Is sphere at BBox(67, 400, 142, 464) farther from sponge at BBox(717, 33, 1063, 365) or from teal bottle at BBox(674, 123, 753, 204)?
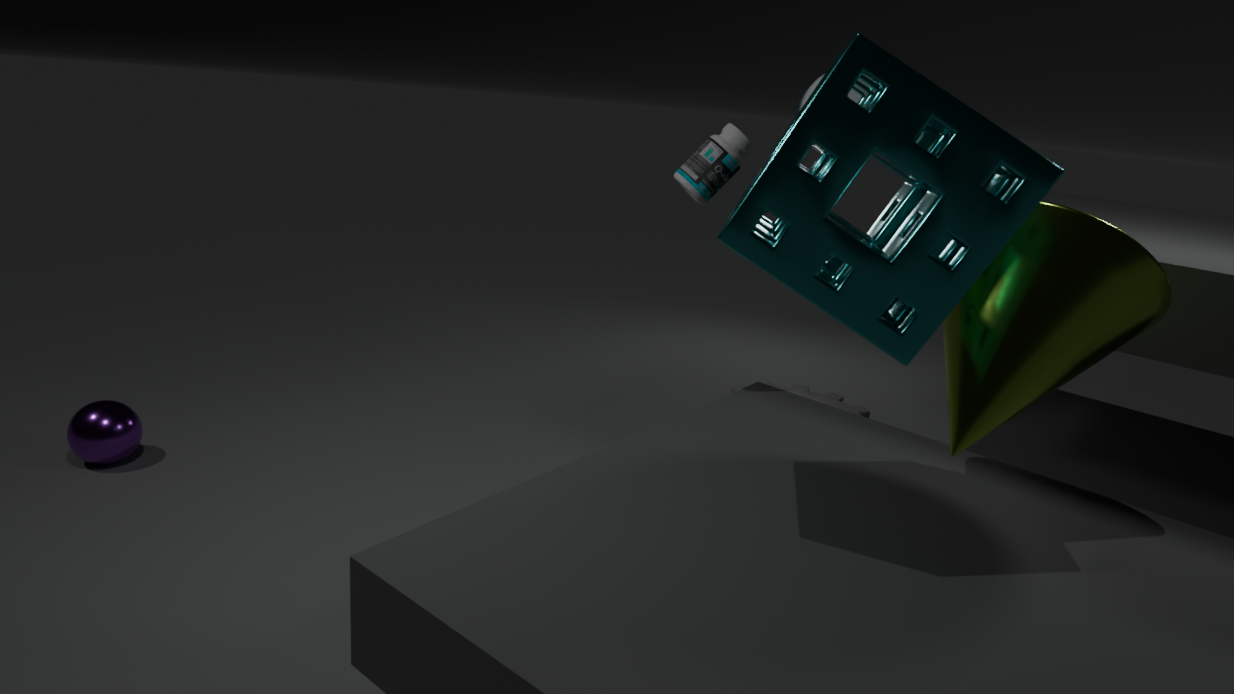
sponge at BBox(717, 33, 1063, 365)
